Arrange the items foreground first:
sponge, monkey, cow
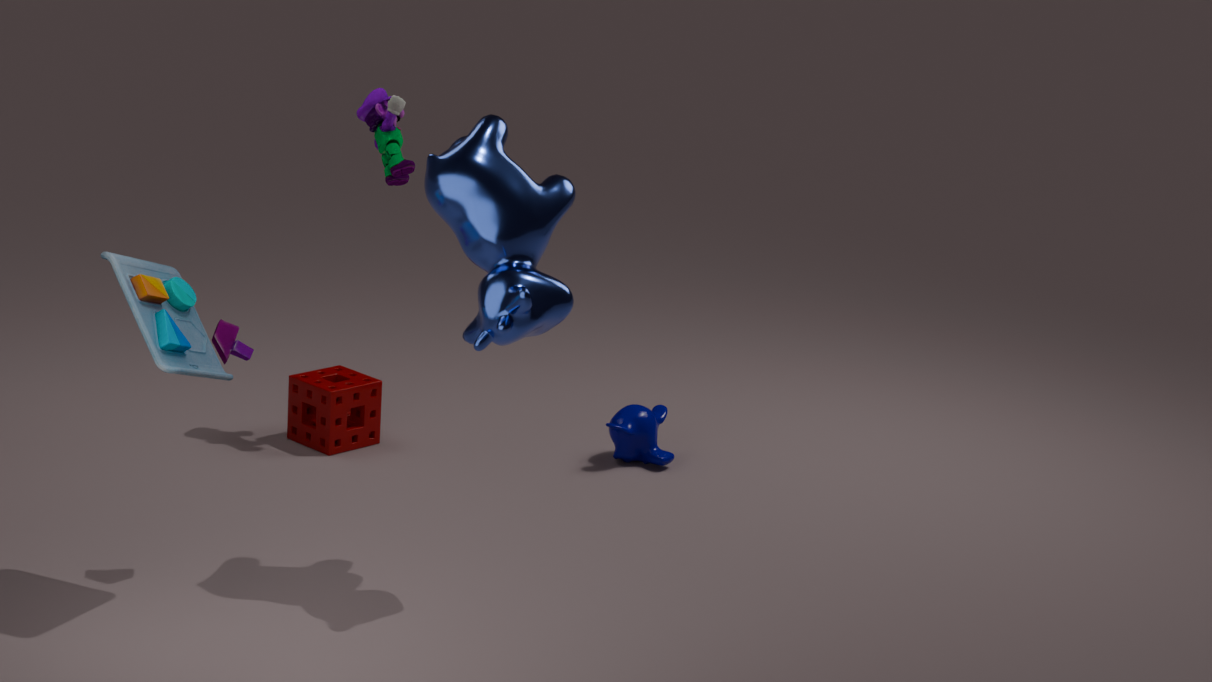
cow → sponge → monkey
